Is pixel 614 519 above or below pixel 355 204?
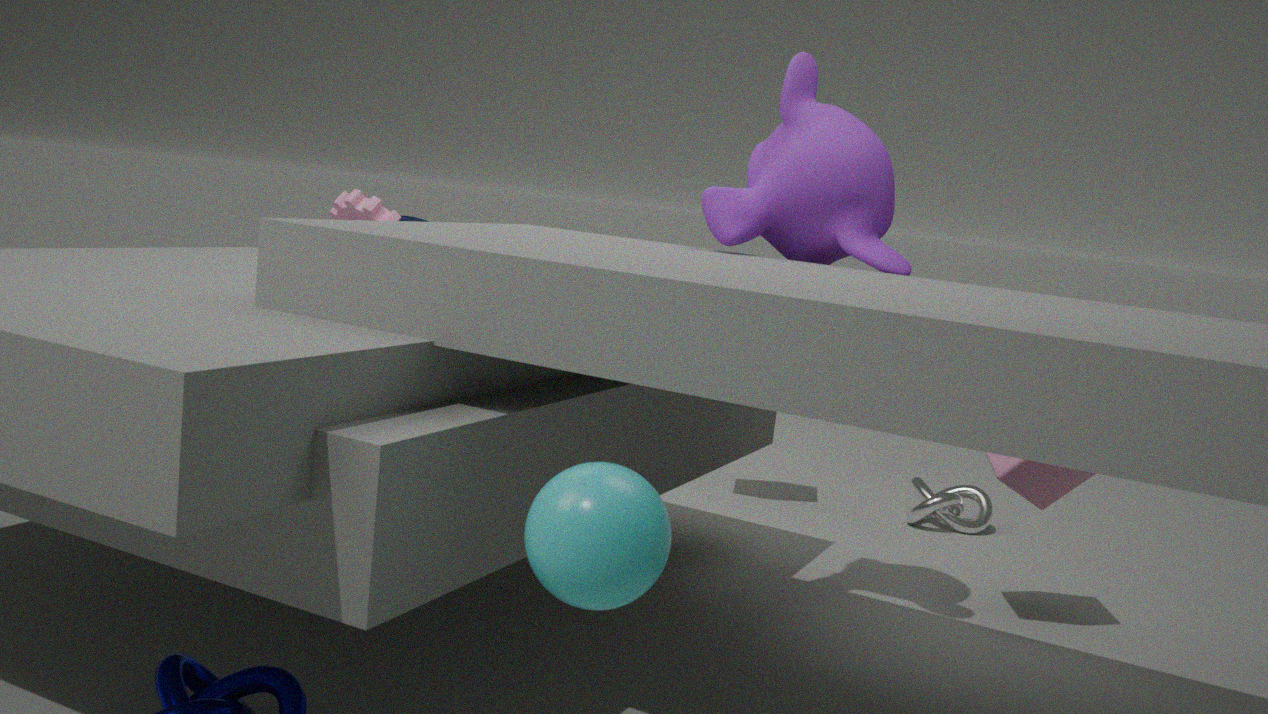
below
